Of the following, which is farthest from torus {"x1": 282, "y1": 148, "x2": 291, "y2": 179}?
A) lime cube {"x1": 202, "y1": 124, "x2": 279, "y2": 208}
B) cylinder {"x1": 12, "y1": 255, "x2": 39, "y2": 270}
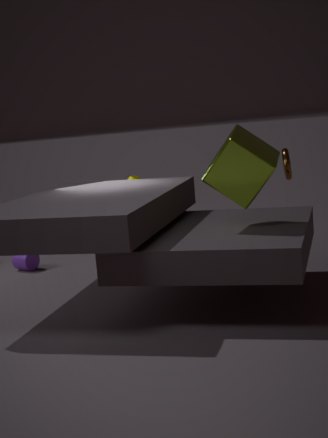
cylinder {"x1": 12, "y1": 255, "x2": 39, "y2": 270}
